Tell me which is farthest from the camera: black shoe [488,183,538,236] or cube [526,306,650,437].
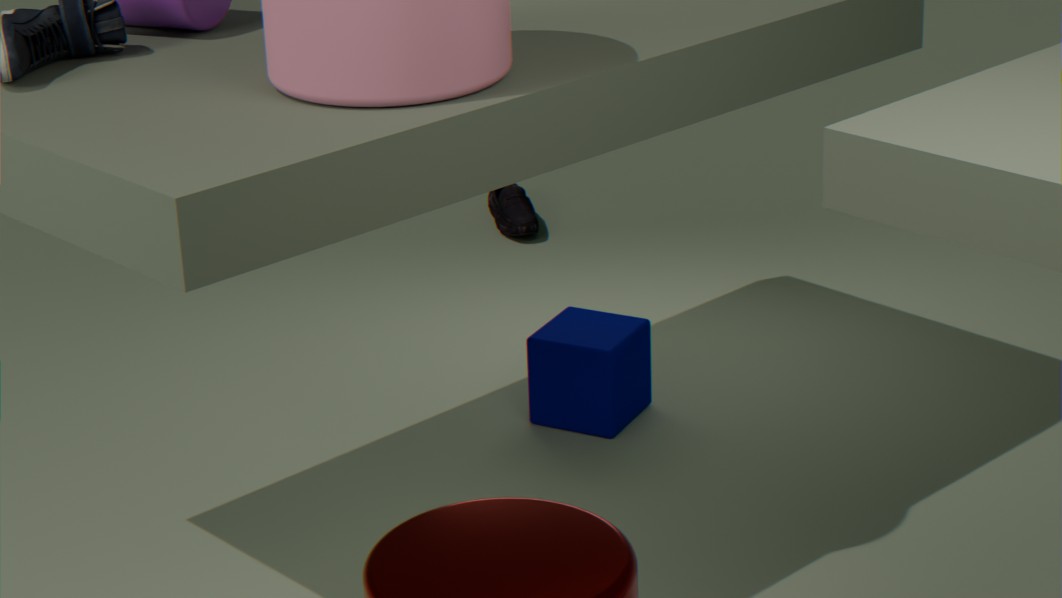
black shoe [488,183,538,236]
